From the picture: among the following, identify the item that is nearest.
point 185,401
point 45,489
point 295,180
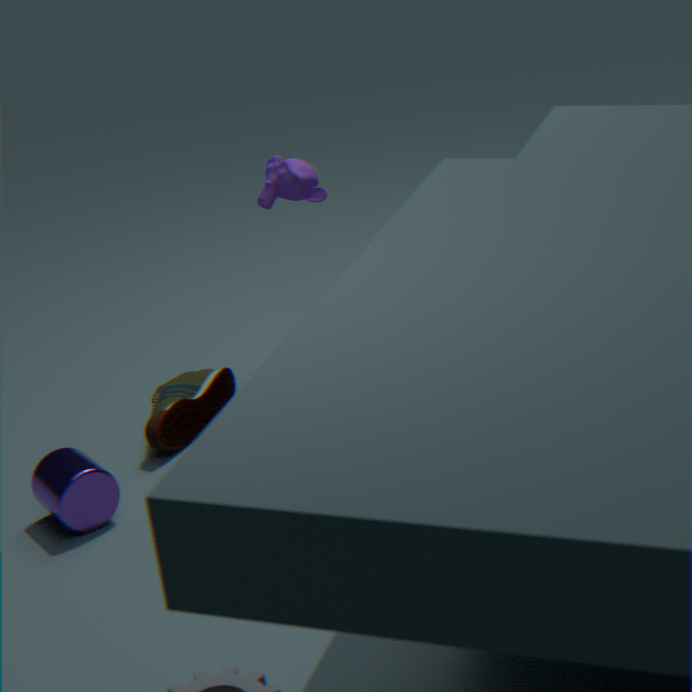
point 45,489
